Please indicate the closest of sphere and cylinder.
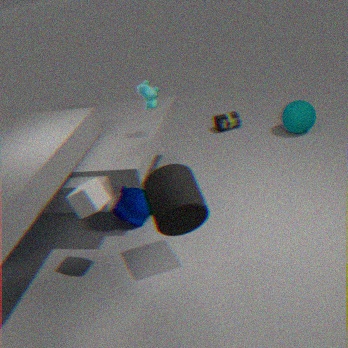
cylinder
